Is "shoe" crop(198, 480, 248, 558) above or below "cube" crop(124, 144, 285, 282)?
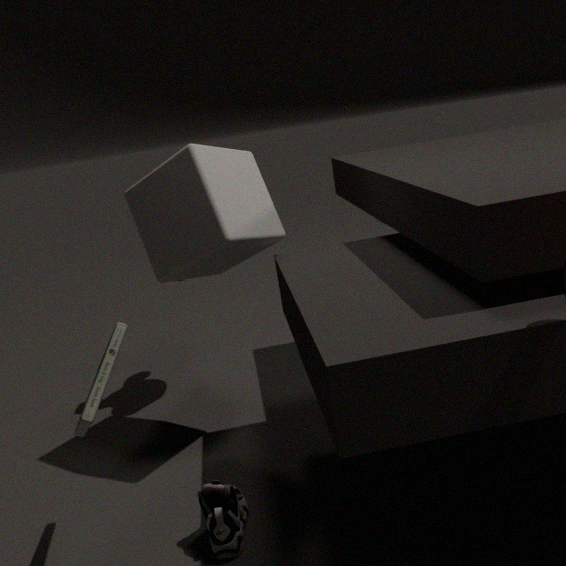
below
